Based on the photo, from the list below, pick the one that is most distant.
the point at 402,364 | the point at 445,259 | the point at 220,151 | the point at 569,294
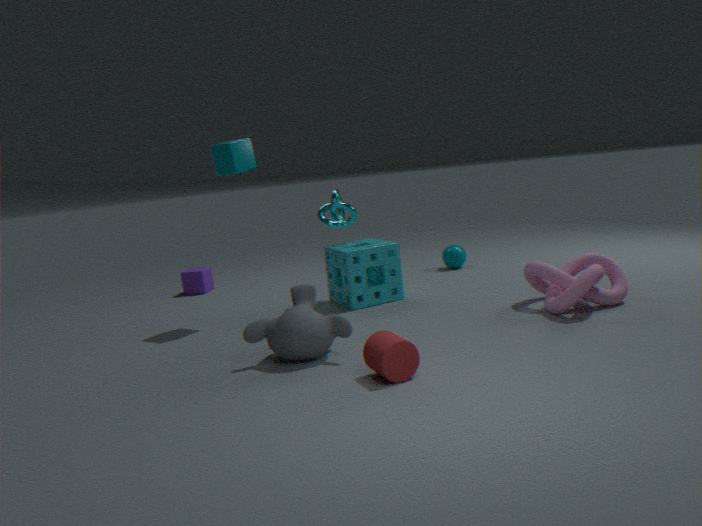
the point at 445,259
